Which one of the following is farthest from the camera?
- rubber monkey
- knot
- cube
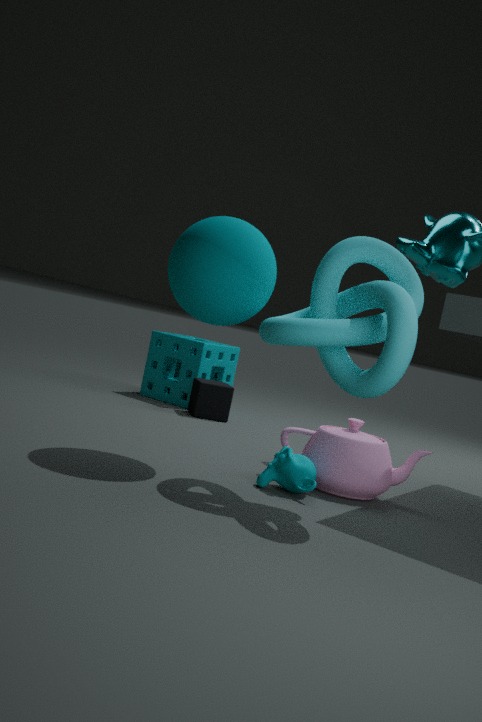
cube
